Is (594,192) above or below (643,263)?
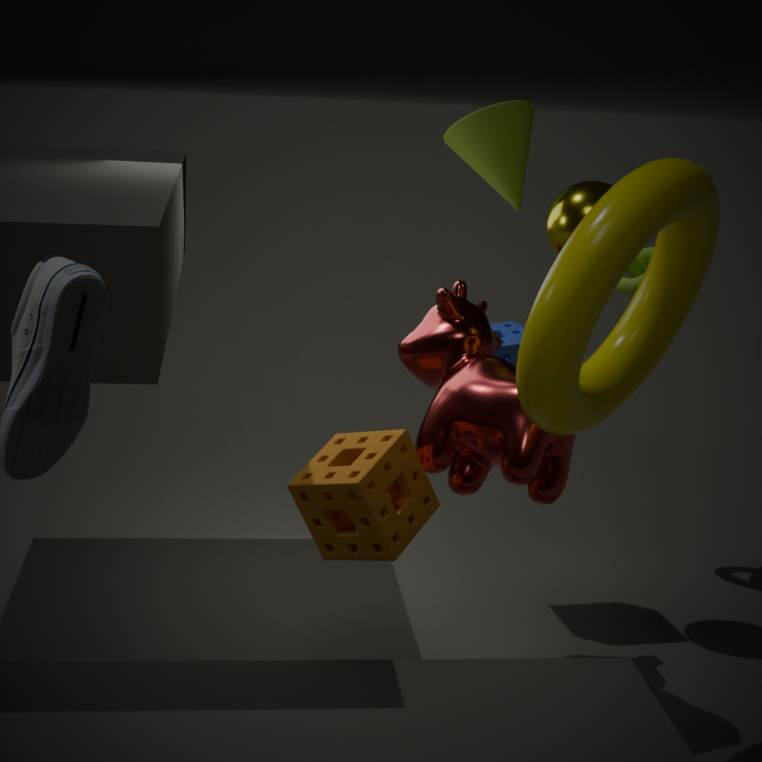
above
